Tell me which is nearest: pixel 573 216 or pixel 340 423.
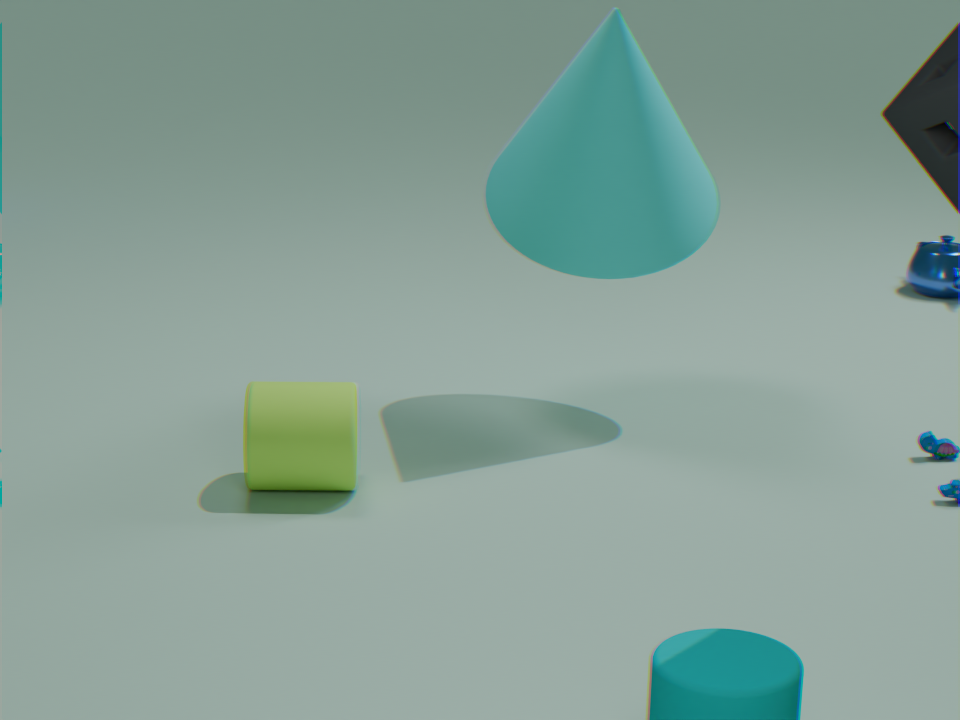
pixel 340 423
